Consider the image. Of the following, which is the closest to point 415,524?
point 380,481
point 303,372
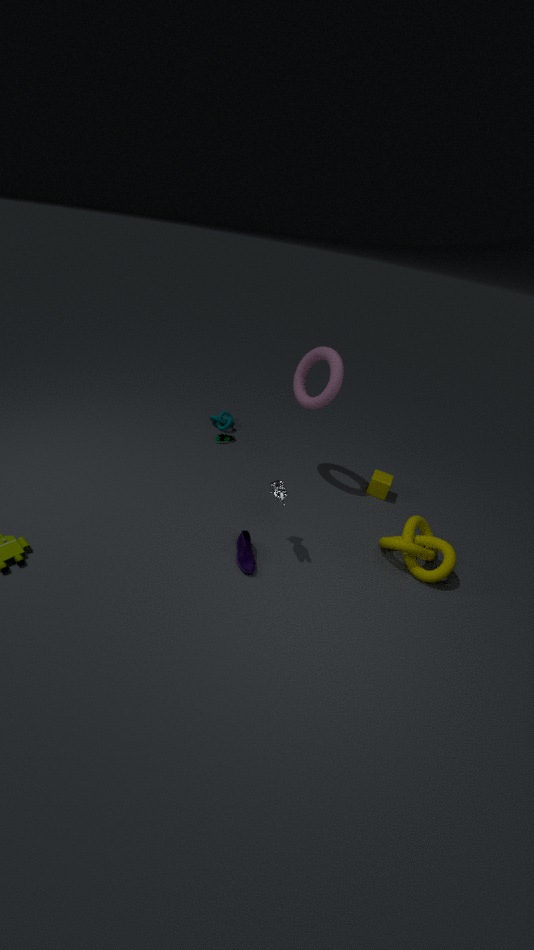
point 380,481
